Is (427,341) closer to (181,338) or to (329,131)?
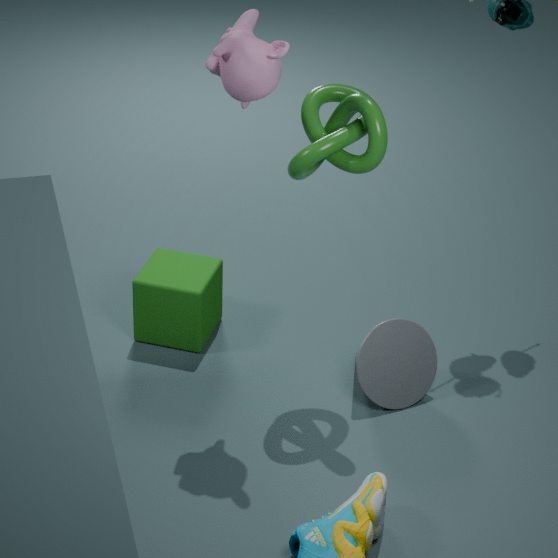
(181,338)
